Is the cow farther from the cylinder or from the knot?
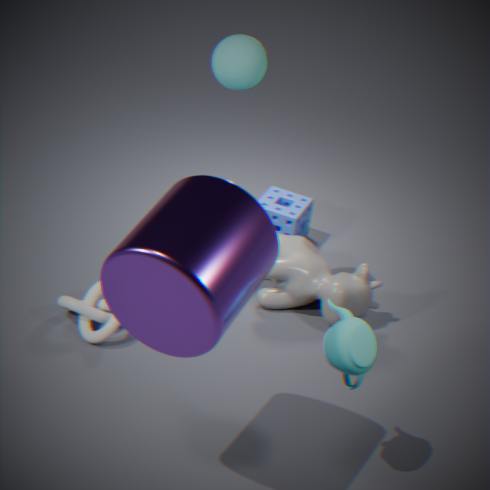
the cylinder
